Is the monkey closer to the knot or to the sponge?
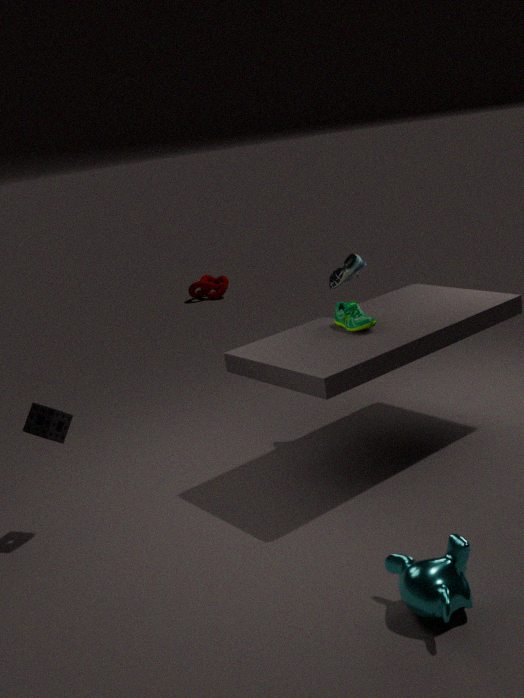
the sponge
